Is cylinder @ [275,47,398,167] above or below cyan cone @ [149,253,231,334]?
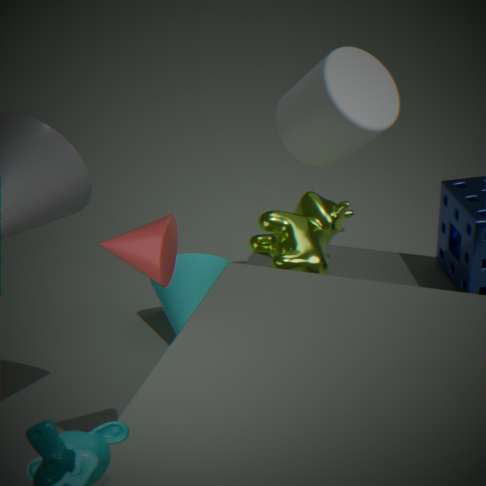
above
